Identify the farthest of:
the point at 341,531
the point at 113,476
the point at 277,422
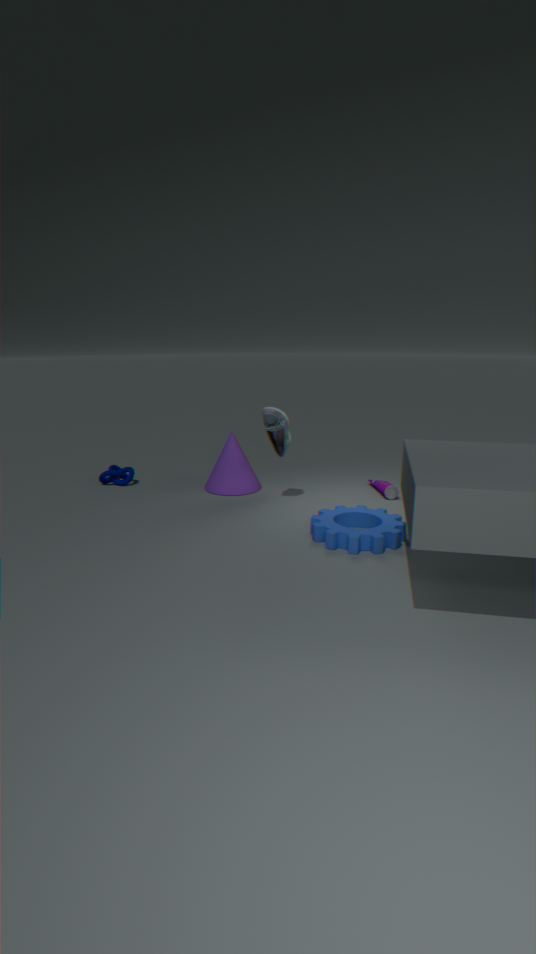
the point at 113,476
